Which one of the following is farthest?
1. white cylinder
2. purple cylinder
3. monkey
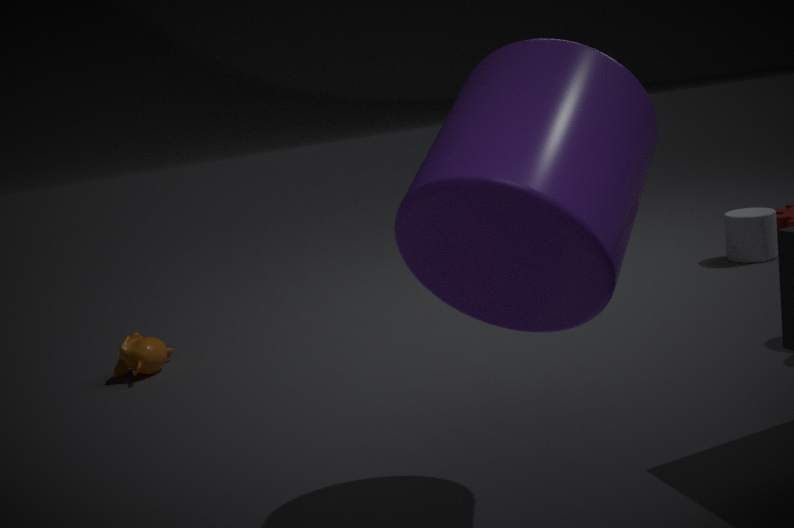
white cylinder
